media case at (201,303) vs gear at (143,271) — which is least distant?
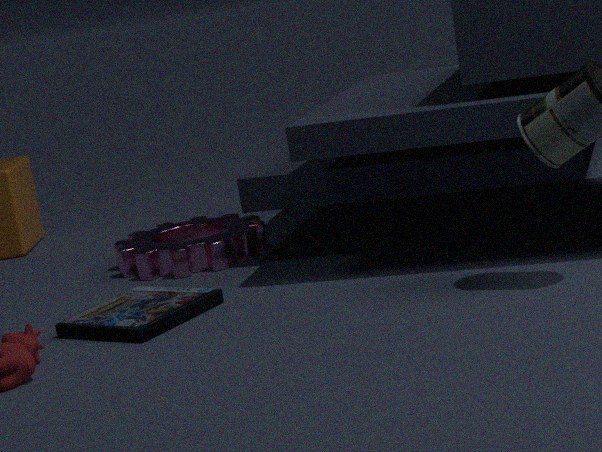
media case at (201,303)
